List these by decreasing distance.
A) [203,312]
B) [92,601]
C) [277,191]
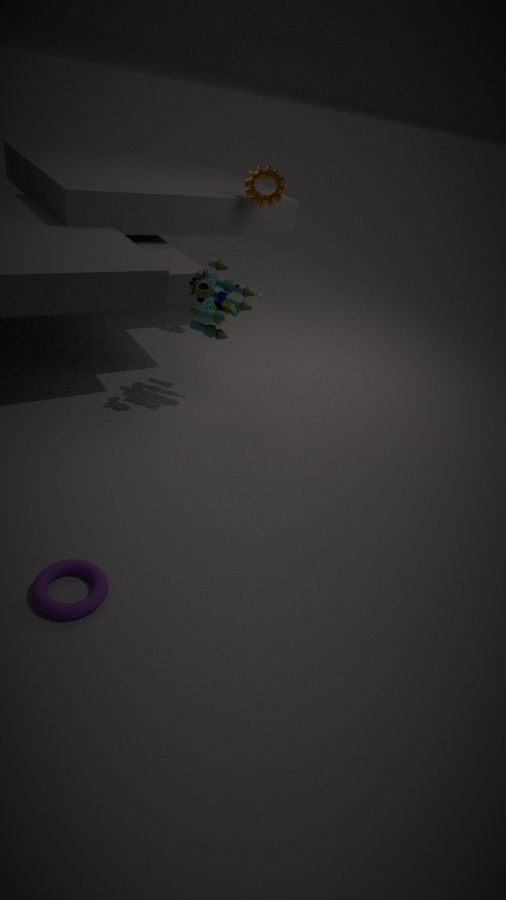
[277,191] < [203,312] < [92,601]
